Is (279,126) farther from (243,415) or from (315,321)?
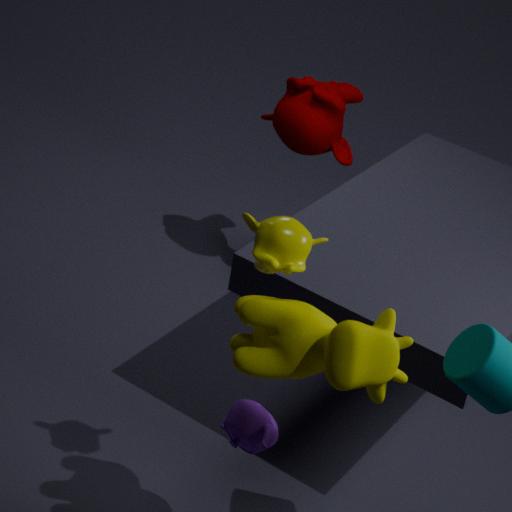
(315,321)
